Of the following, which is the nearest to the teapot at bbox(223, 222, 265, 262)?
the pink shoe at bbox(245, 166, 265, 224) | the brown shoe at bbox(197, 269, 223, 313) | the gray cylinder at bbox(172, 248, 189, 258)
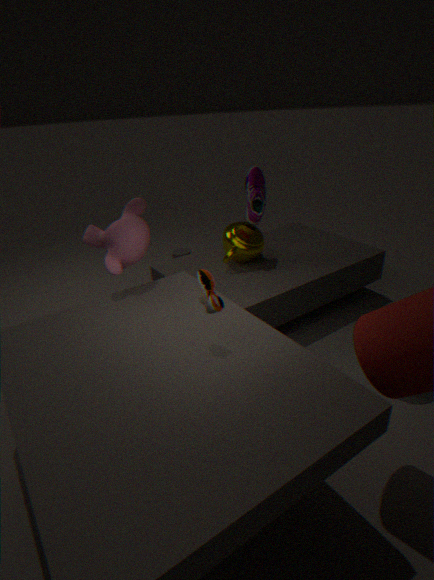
the pink shoe at bbox(245, 166, 265, 224)
